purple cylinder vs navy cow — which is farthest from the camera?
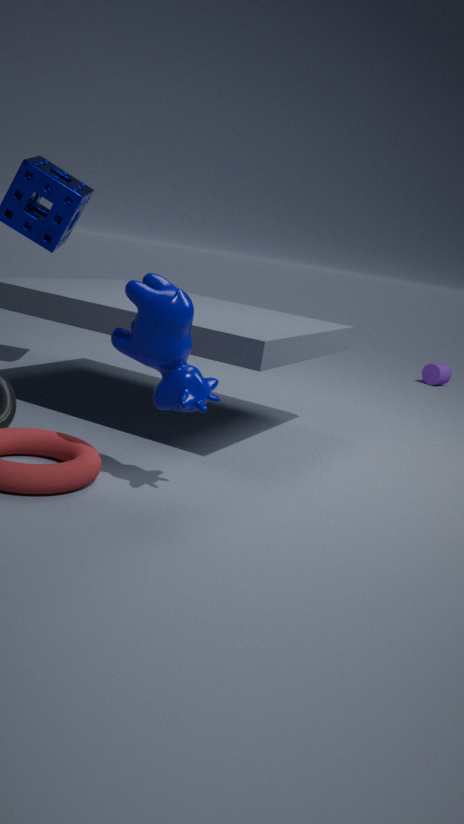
purple cylinder
